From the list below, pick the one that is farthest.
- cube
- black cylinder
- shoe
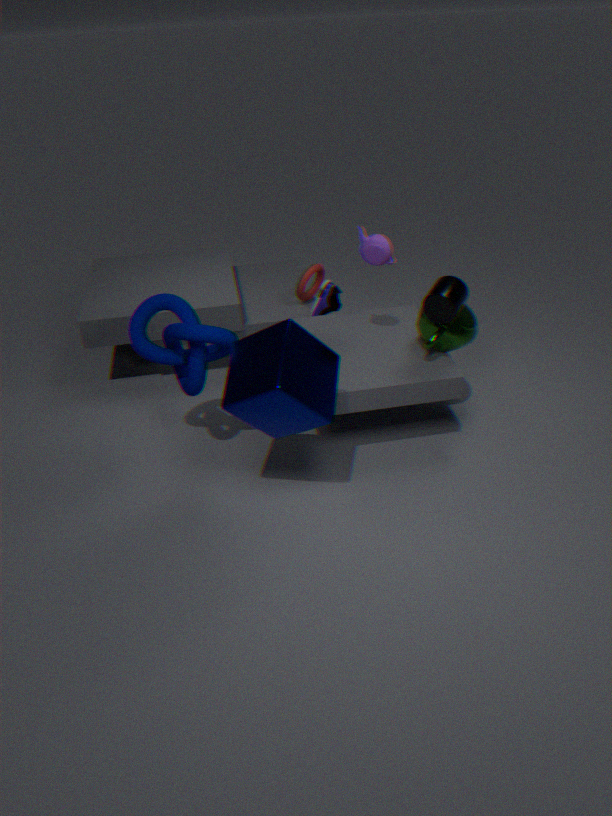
shoe
